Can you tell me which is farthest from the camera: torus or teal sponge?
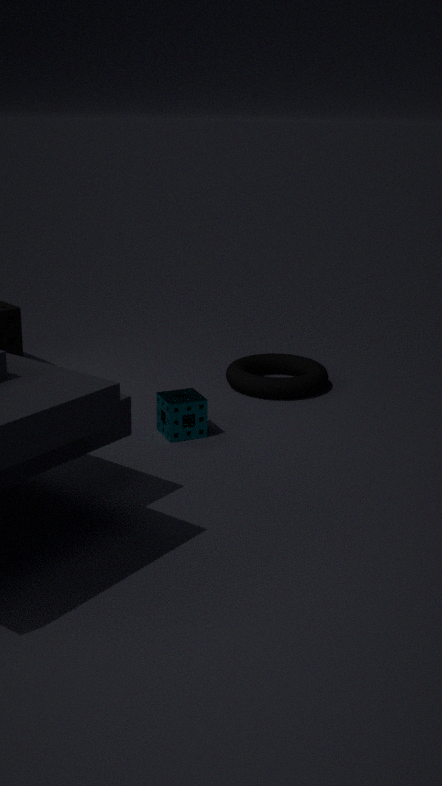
torus
